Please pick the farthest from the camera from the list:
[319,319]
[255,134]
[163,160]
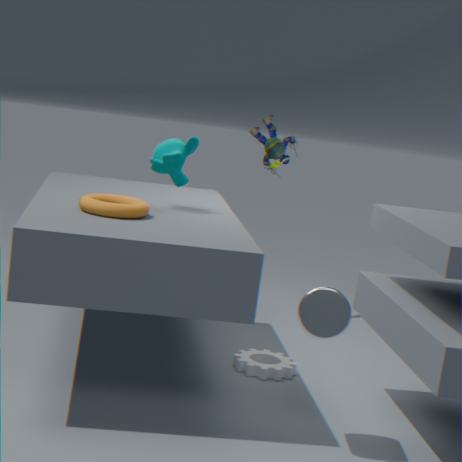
[255,134]
